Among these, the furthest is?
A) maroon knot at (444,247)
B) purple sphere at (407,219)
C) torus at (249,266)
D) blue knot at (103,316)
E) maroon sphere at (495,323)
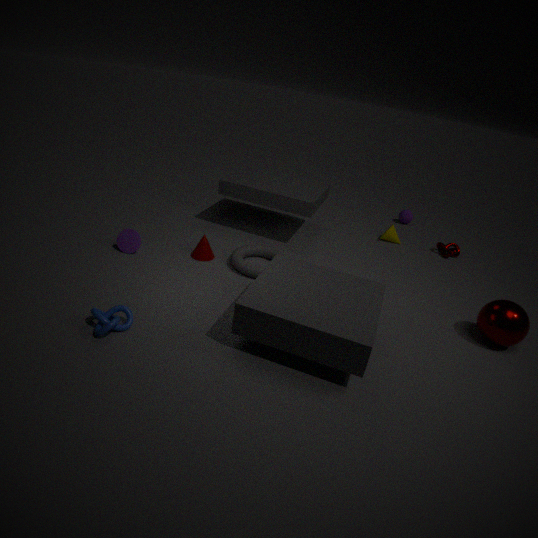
purple sphere at (407,219)
